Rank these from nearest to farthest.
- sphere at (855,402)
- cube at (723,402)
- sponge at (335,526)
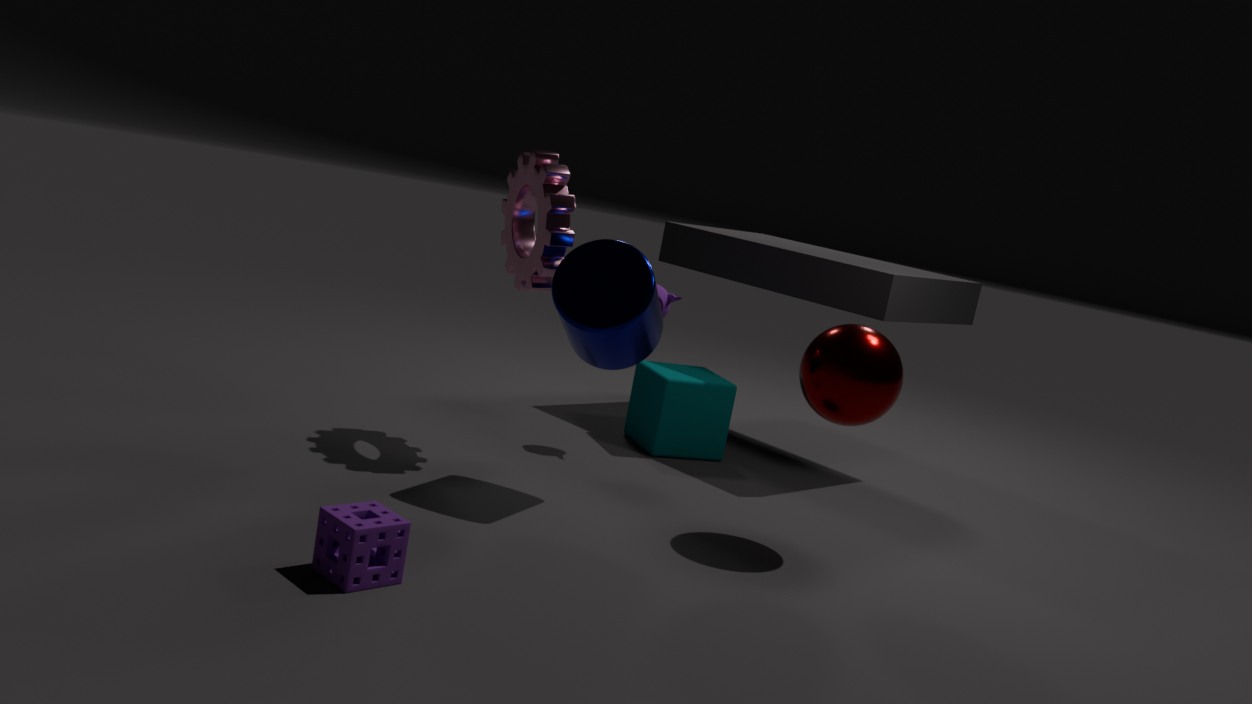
1. sponge at (335,526)
2. sphere at (855,402)
3. cube at (723,402)
